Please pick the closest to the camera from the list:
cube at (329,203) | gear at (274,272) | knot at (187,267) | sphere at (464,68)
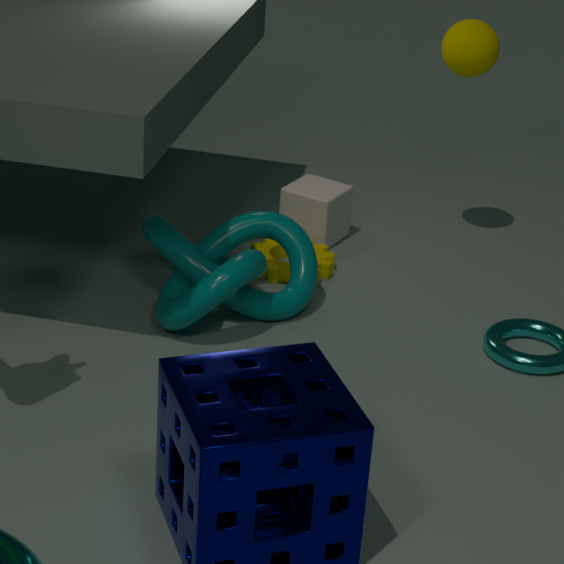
knot at (187,267)
